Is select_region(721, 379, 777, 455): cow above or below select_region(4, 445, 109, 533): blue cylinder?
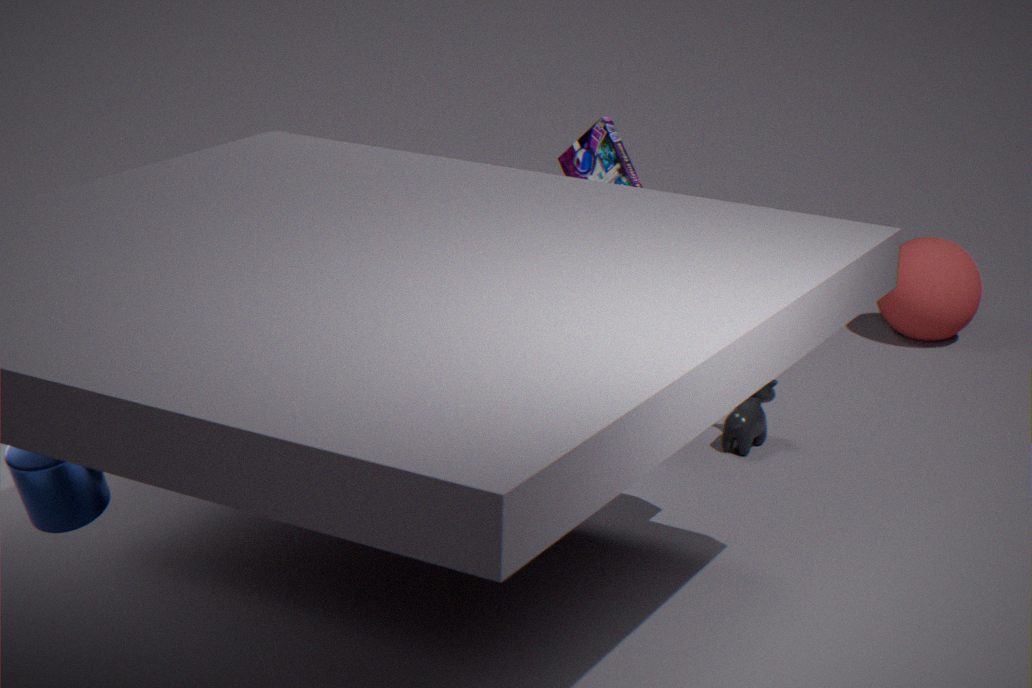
below
